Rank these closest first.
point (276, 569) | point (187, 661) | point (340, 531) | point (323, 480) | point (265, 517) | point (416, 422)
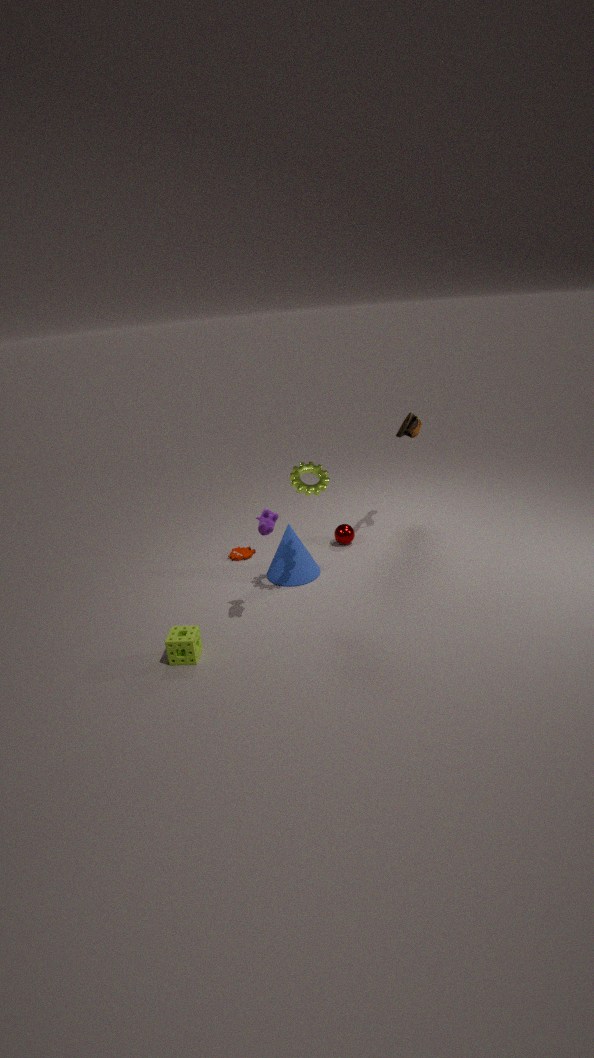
point (187, 661) < point (265, 517) < point (323, 480) < point (276, 569) < point (340, 531) < point (416, 422)
